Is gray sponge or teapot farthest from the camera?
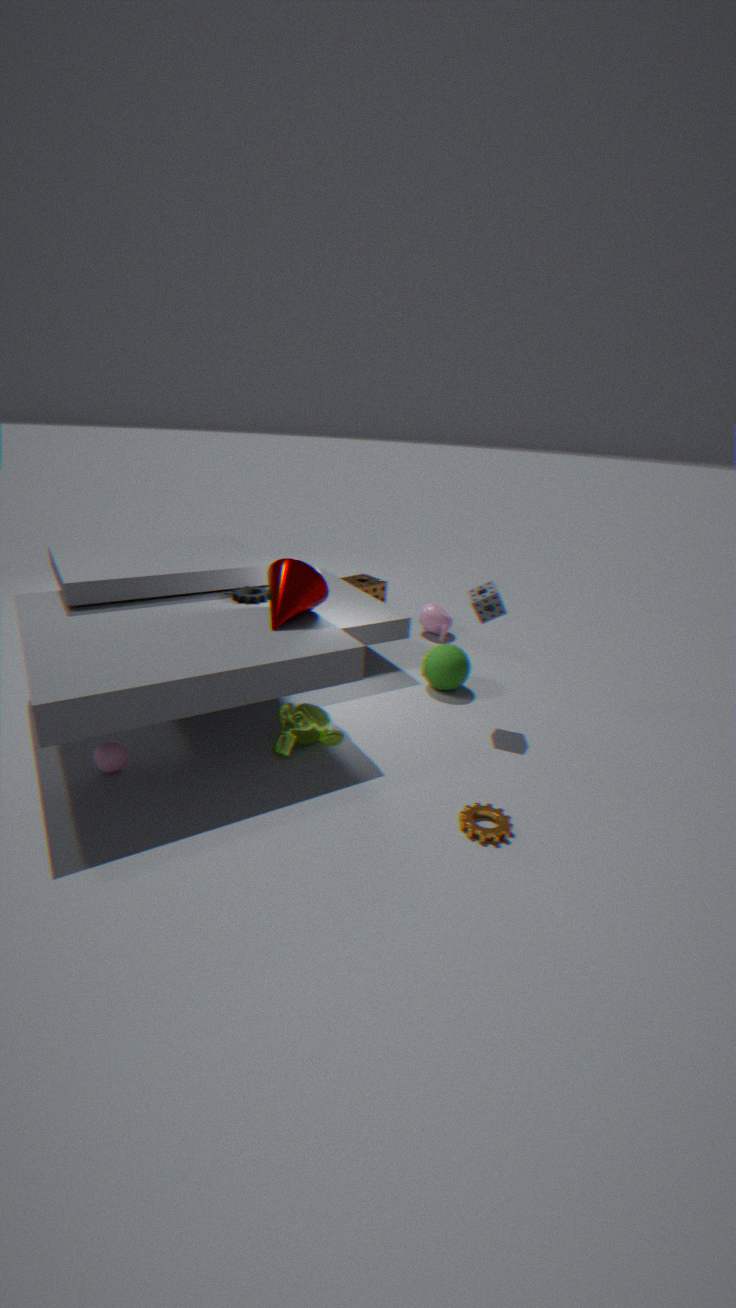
teapot
